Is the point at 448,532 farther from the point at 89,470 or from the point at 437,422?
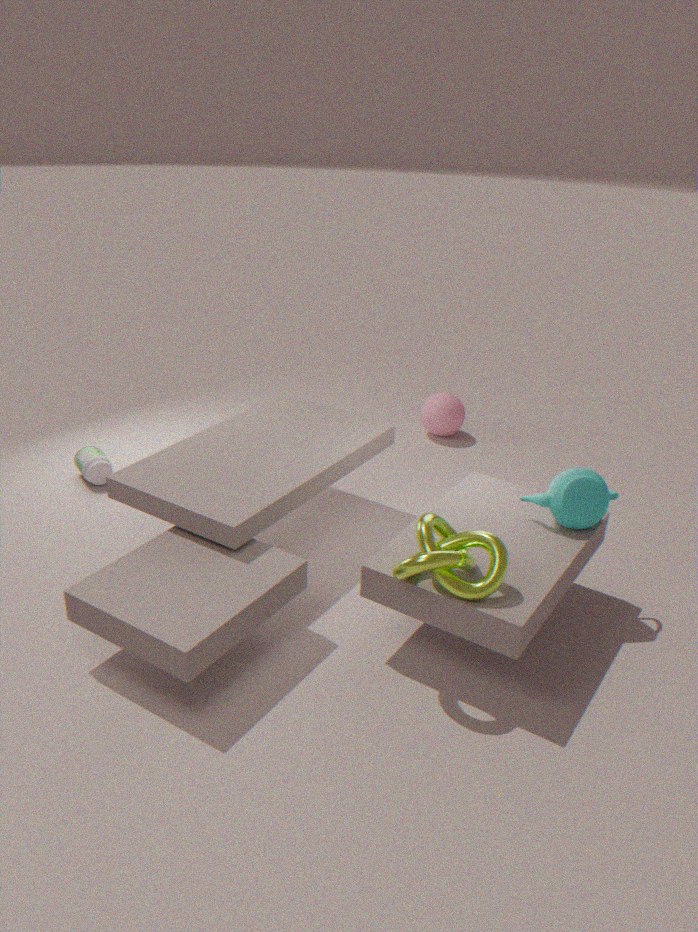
the point at 89,470
